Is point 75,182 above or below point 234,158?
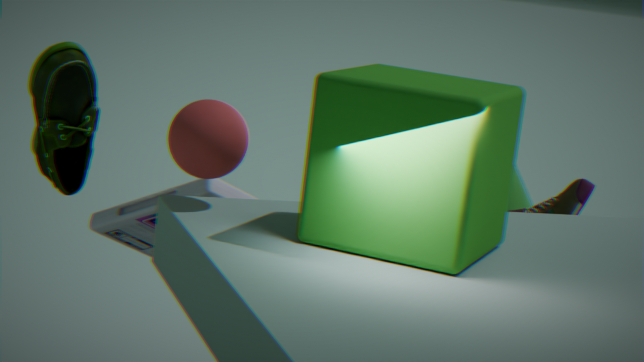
below
